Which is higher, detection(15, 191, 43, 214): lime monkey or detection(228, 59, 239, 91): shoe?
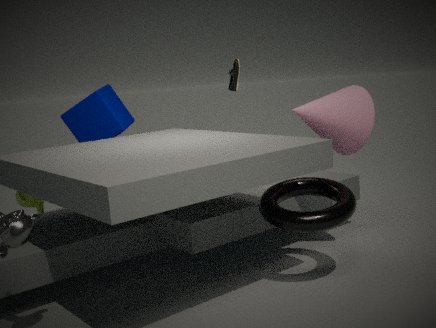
detection(228, 59, 239, 91): shoe
